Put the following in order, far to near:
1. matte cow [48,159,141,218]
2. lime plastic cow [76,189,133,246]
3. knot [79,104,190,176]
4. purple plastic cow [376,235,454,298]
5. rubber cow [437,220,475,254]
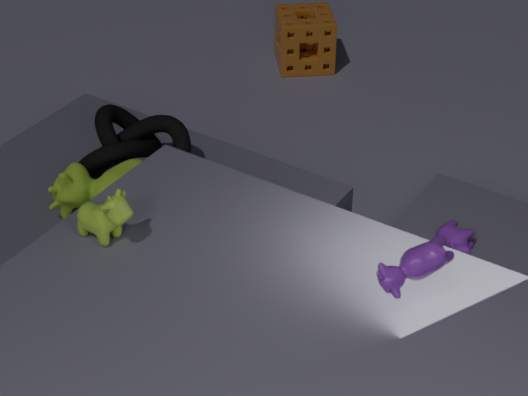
knot [79,104,190,176], matte cow [48,159,141,218], rubber cow [437,220,475,254], lime plastic cow [76,189,133,246], purple plastic cow [376,235,454,298]
